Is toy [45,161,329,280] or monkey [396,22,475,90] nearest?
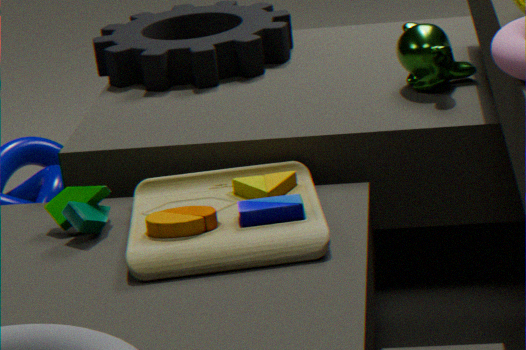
toy [45,161,329,280]
